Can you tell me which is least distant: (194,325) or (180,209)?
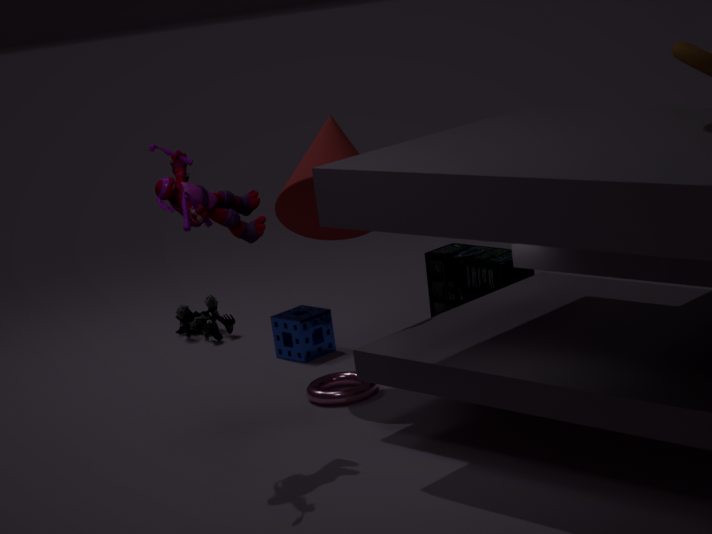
(180,209)
